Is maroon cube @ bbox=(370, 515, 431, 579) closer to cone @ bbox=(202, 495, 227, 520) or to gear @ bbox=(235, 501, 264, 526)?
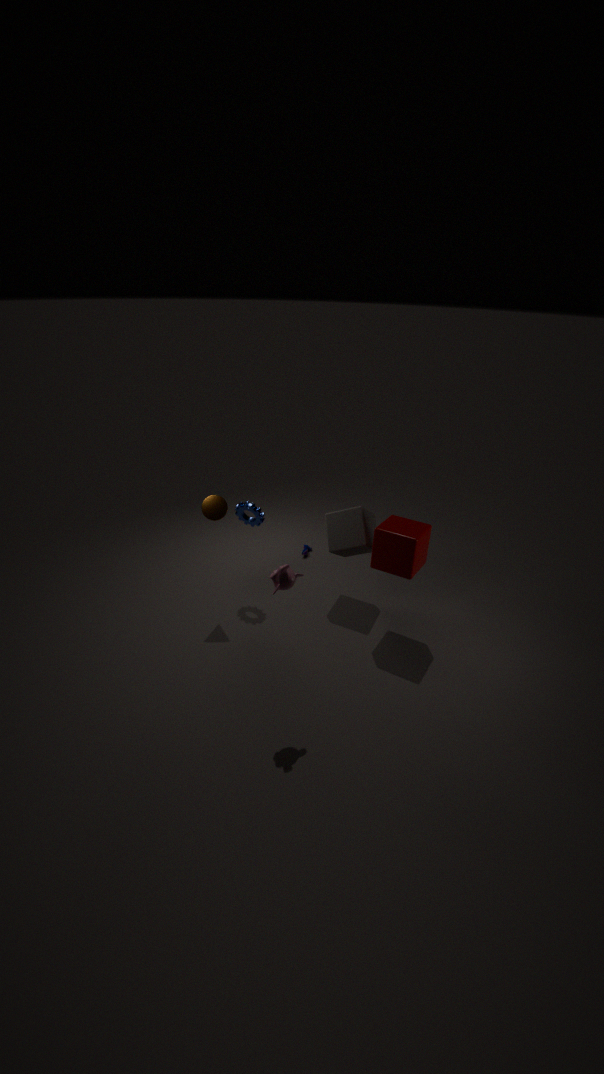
gear @ bbox=(235, 501, 264, 526)
